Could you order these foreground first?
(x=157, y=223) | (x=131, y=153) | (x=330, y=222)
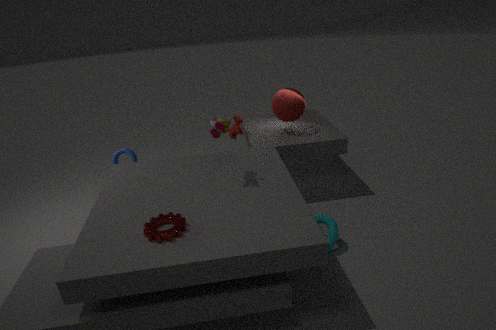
(x=157, y=223)
(x=330, y=222)
(x=131, y=153)
